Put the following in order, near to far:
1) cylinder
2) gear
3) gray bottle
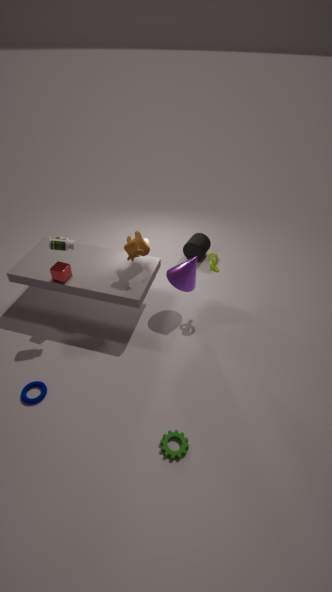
2. gear
3. gray bottle
1. cylinder
